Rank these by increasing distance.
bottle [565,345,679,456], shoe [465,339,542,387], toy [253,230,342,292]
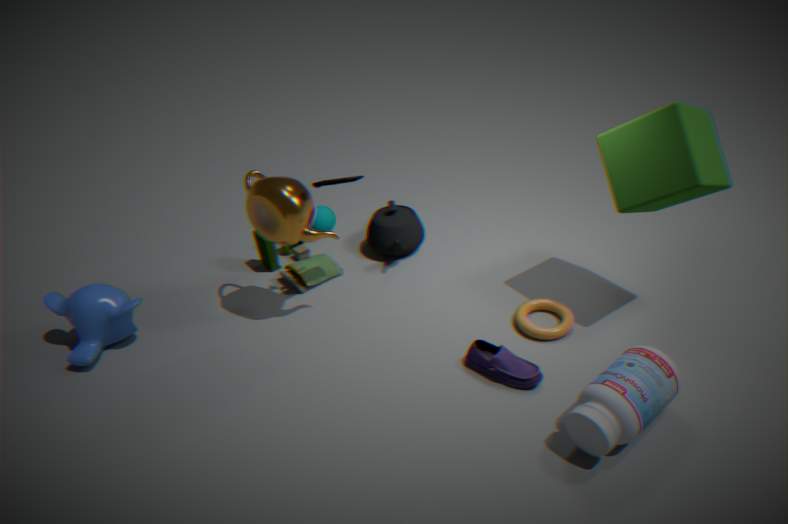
bottle [565,345,679,456], shoe [465,339,542,387], toy [253,230,342,292]
